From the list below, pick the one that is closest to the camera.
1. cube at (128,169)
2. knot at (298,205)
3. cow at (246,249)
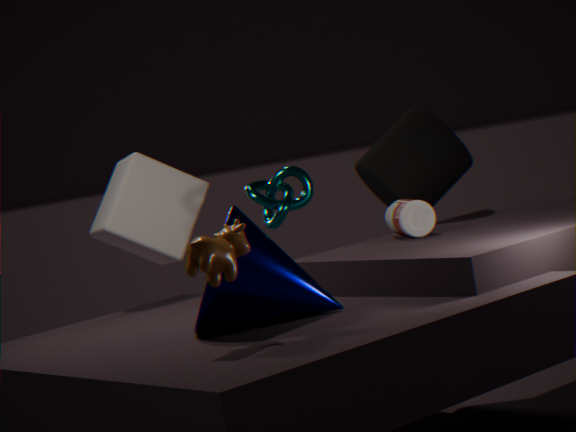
cow at (246,249)
